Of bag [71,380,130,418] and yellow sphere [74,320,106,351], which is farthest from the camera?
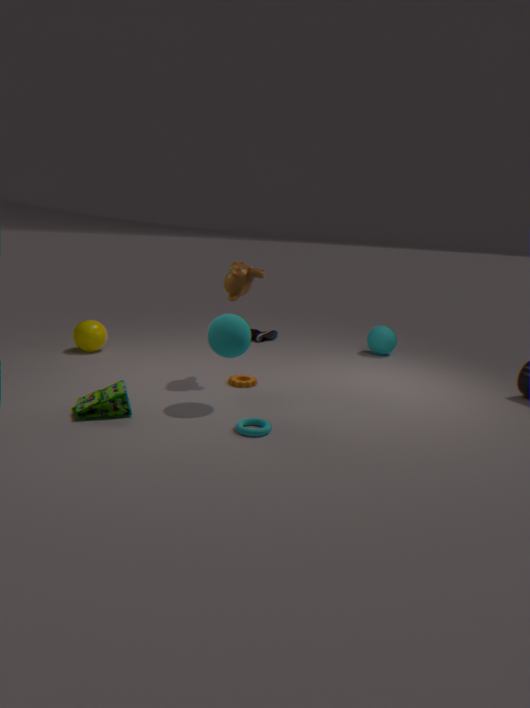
yellow sphere [74,320,106,351]
